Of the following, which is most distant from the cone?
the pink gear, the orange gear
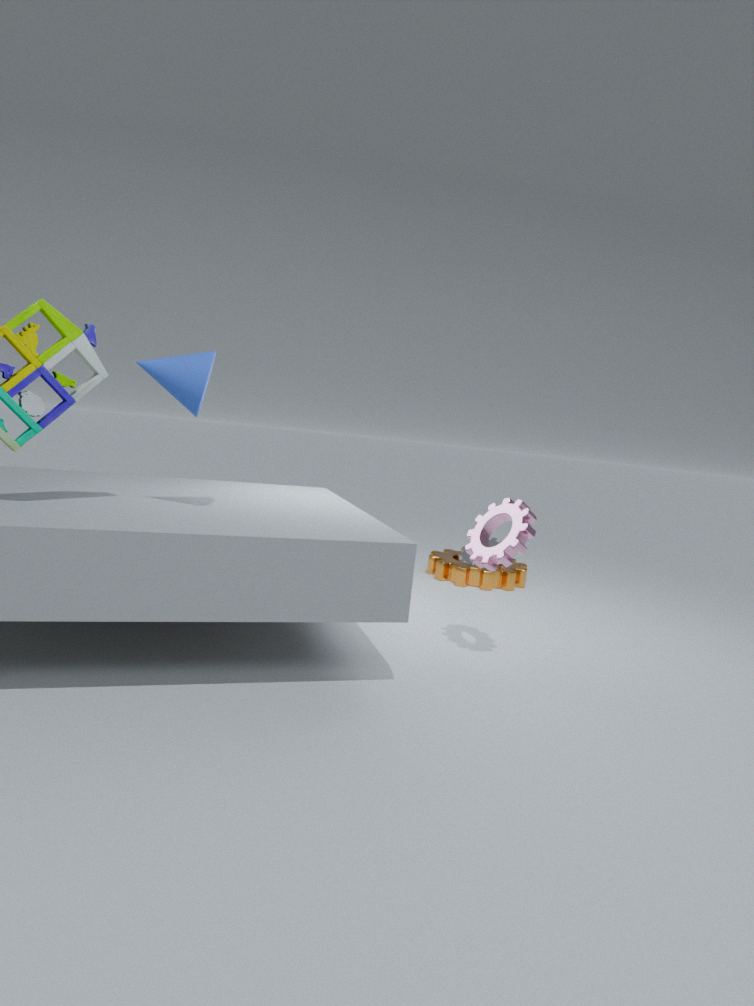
the orange gear
